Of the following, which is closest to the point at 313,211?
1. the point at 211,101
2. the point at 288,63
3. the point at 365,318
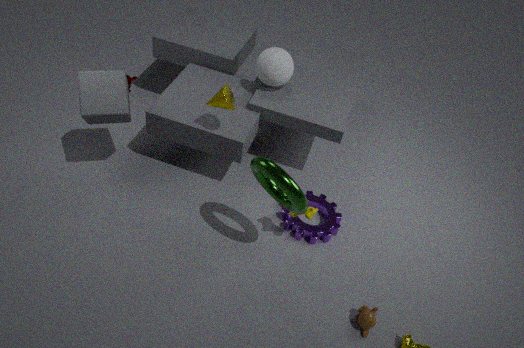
the point at 365,318
